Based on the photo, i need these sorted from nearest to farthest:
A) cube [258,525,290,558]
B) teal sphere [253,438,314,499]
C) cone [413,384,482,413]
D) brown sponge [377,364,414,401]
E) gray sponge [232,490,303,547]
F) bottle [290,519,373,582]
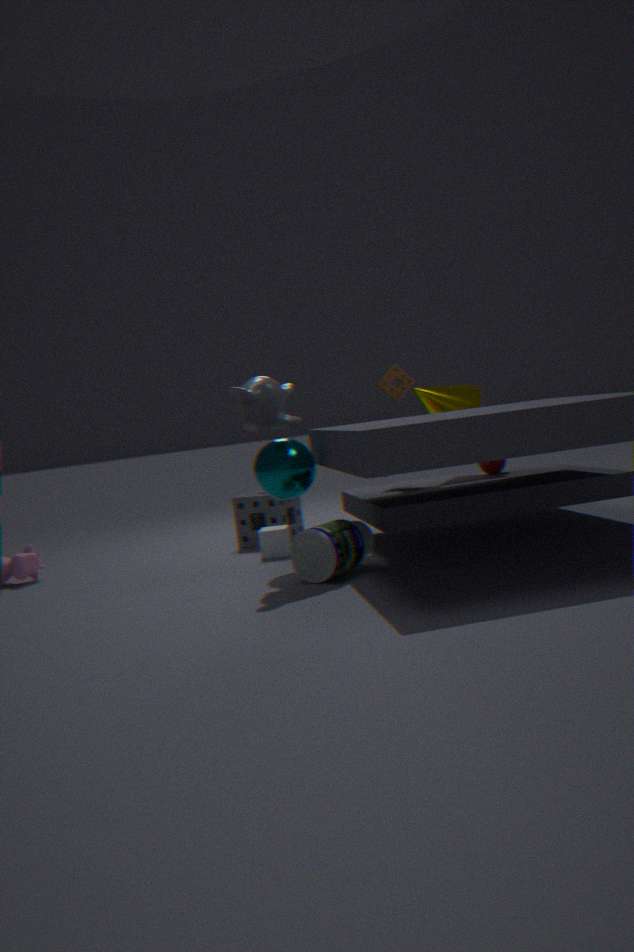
bottle [290,519,373,582] → teal sphere [253,438,314,499] → cube [258,525,290,558] → brown sponge [377,364,414,401] → cone [413,384,482,413] → gray sponge [232,490,303,547]
